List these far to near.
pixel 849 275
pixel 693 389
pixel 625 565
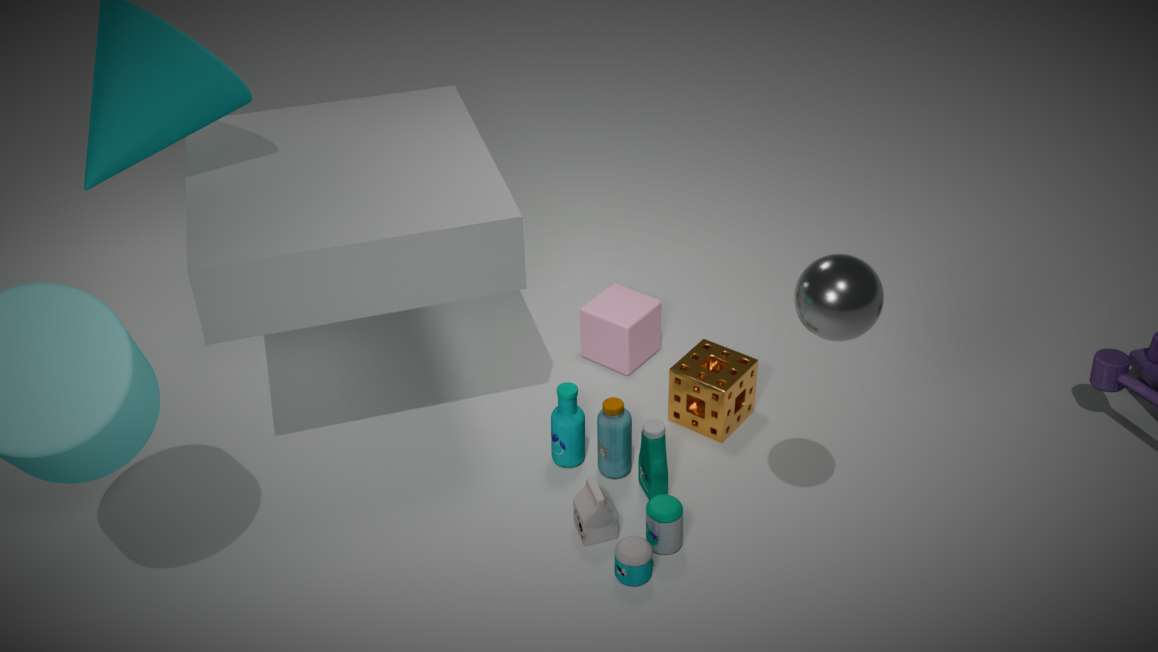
1. pixel 693 389
2. pixel 625 565
3. pixel 849 275
